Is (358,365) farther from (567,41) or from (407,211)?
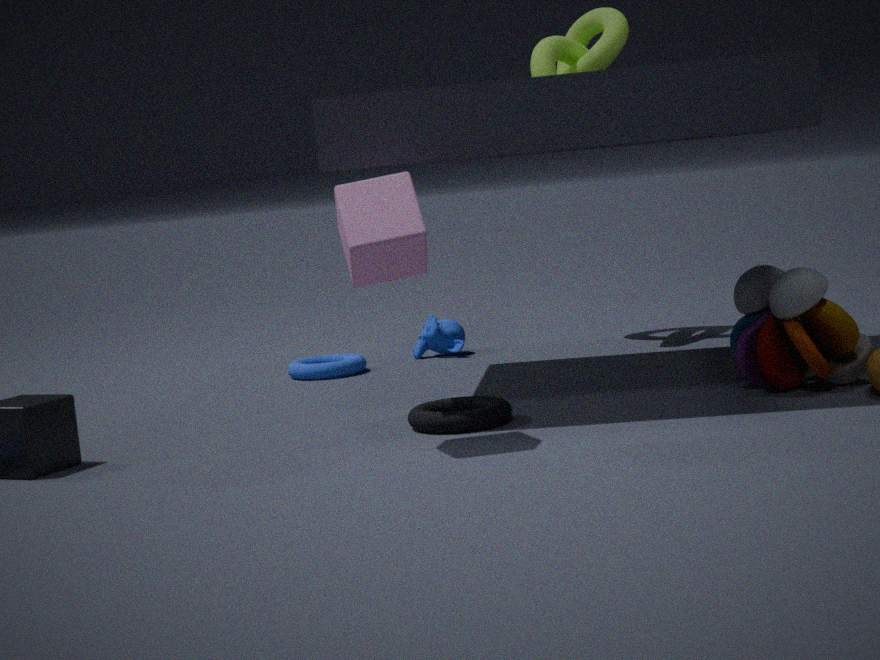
(407,211)
